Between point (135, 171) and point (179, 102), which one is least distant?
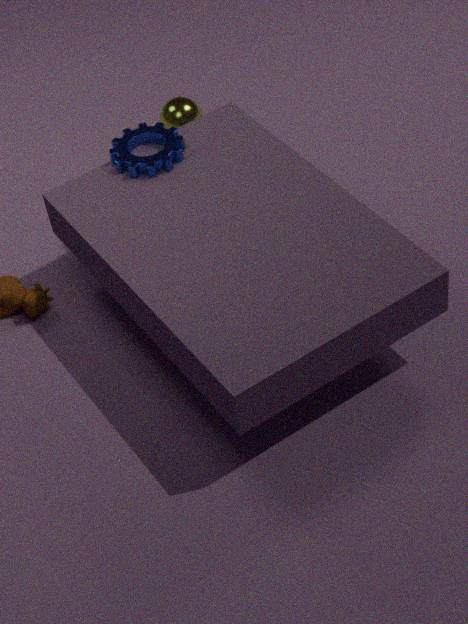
point (135, 171)
